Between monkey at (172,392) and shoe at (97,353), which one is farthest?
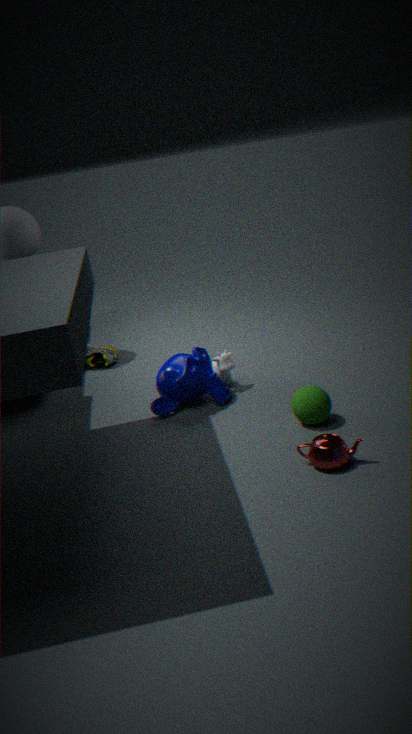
shoe at (97,353)
